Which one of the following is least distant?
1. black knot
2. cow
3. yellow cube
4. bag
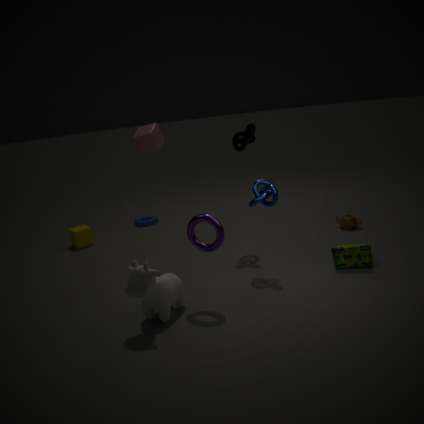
cow
